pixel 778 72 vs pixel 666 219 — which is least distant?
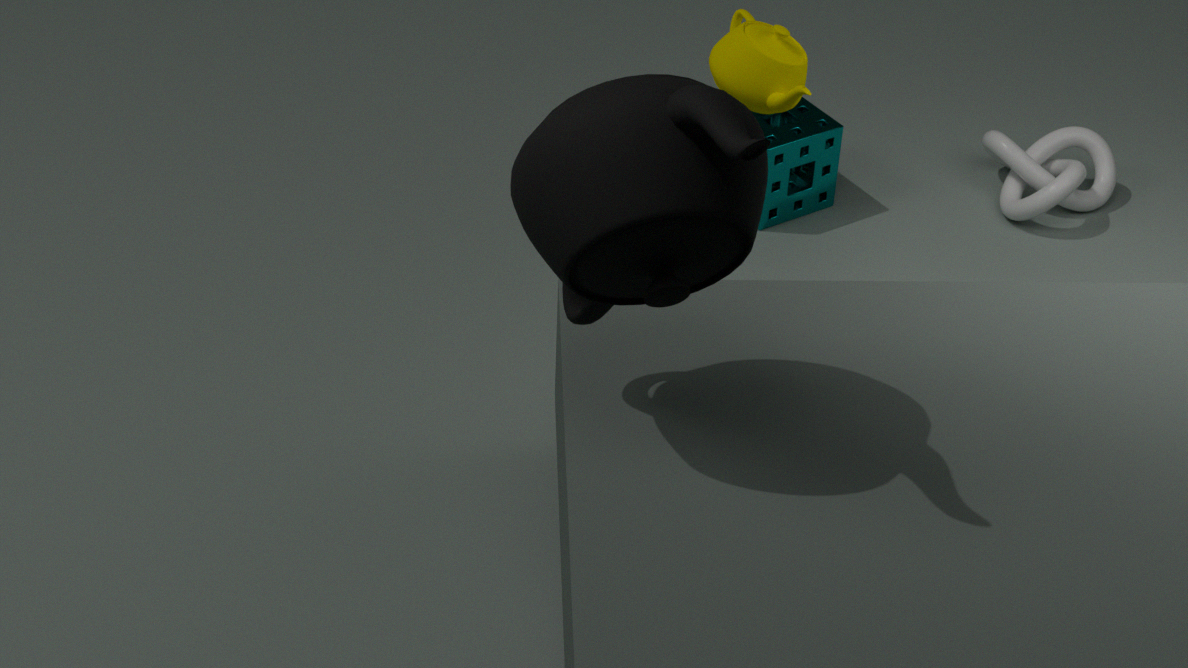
pixel 666 219
